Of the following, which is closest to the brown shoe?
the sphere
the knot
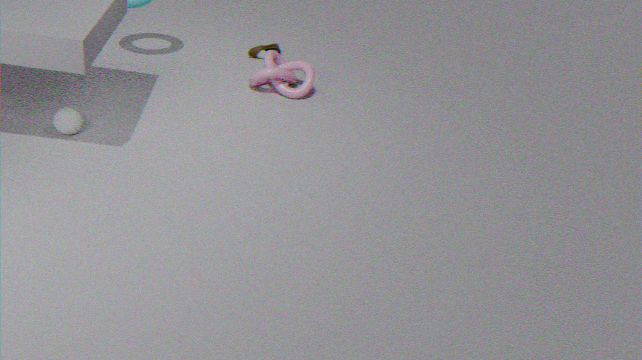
the knot
